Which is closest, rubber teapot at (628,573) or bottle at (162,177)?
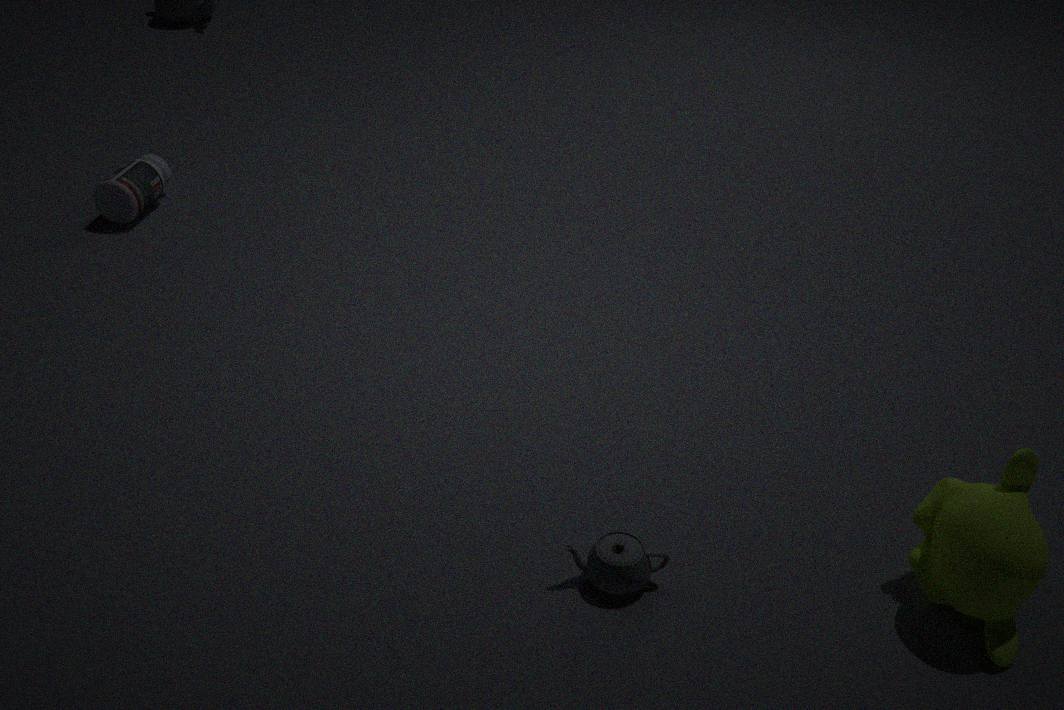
rubber teapot at (628,573)
